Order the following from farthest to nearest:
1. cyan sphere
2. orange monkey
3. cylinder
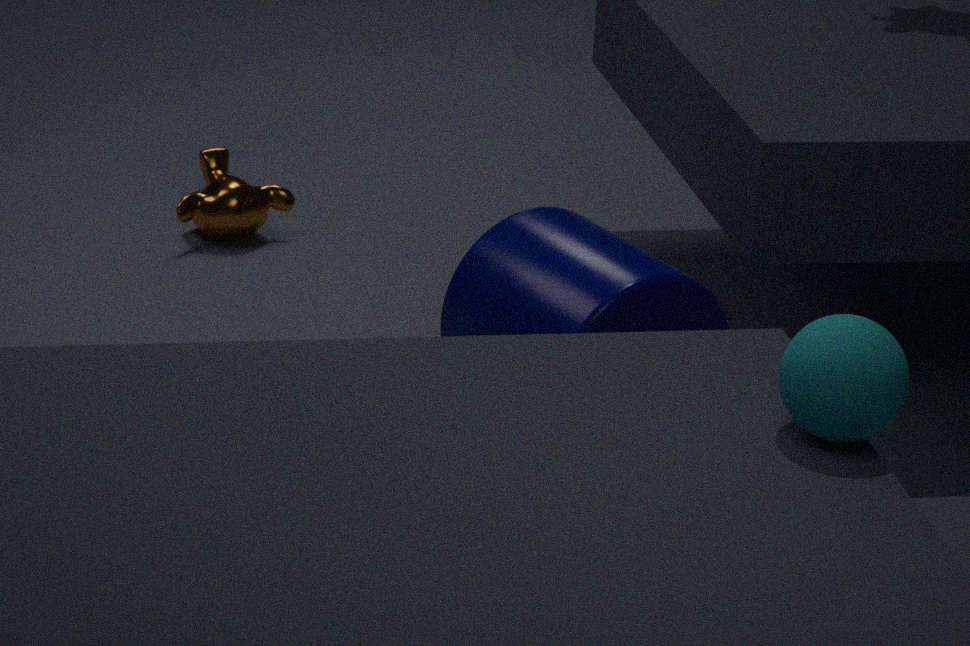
orange monkey < cylinder < cyan sphere
